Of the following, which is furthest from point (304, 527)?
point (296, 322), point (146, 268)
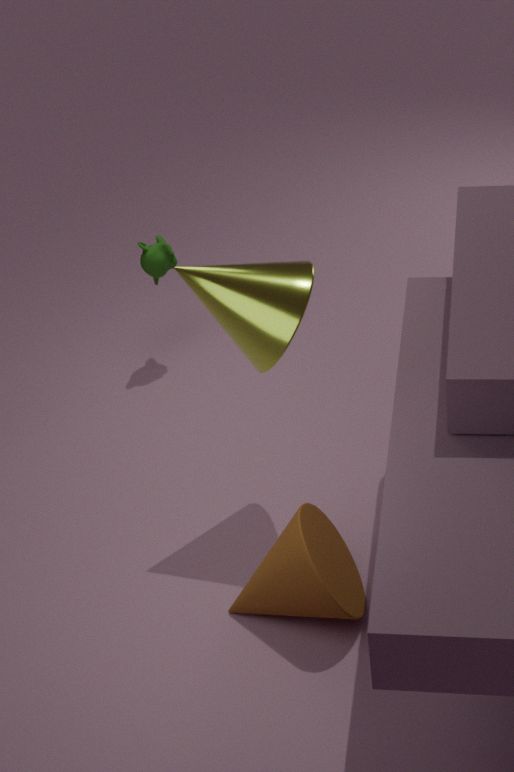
point (146, 268)
